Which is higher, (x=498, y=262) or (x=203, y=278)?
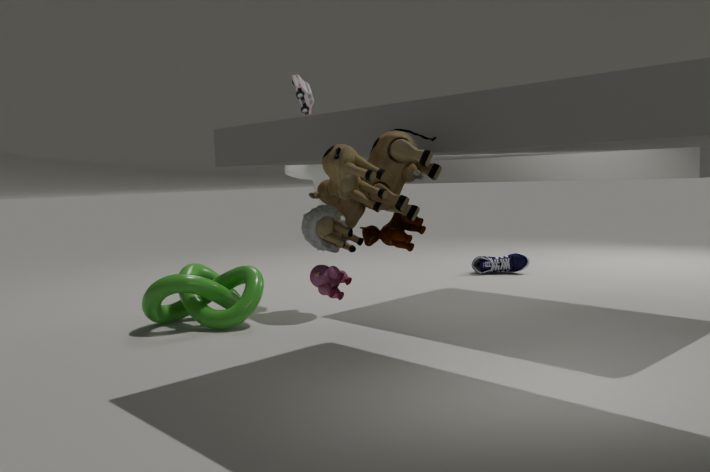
(x=203, y=278)
